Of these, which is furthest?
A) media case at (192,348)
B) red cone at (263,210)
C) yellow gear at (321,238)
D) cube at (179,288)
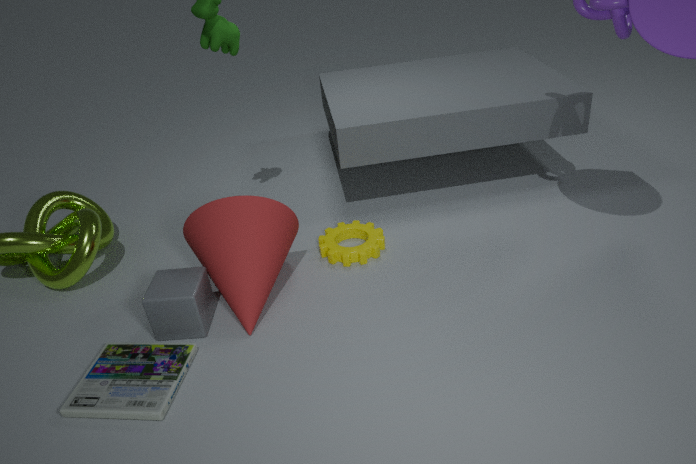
yellow gear at (321,238)
